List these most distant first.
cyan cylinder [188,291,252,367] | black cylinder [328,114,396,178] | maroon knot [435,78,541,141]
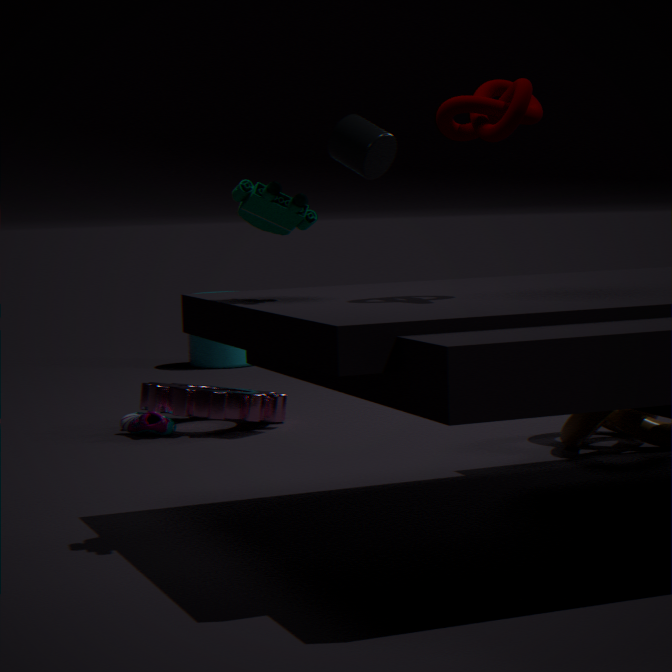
cyan cylinder [188,291,252,367] < black cylinder [328,114,396,178] < maroon knot [435,78,541,141]
